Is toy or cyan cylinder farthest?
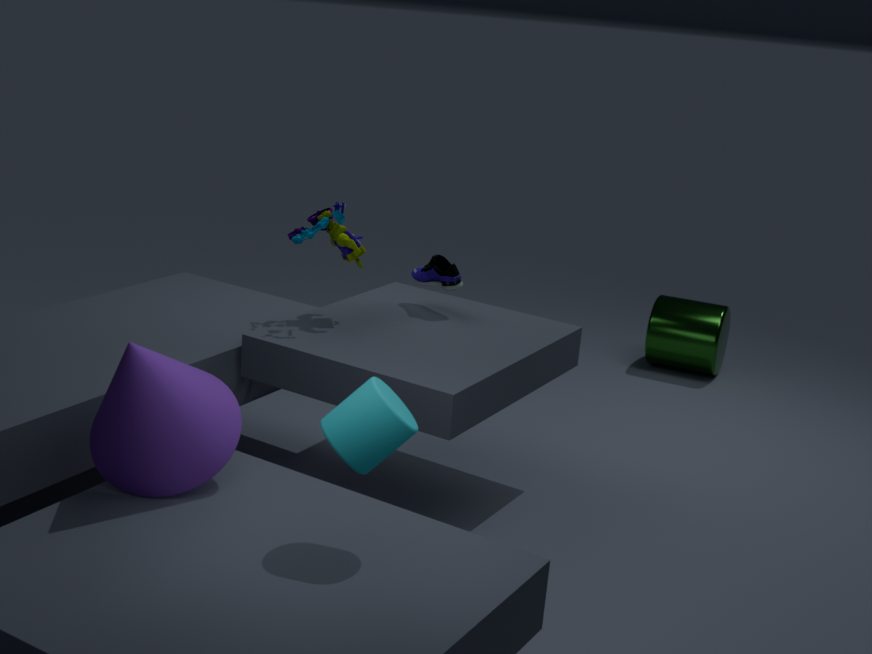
toy
